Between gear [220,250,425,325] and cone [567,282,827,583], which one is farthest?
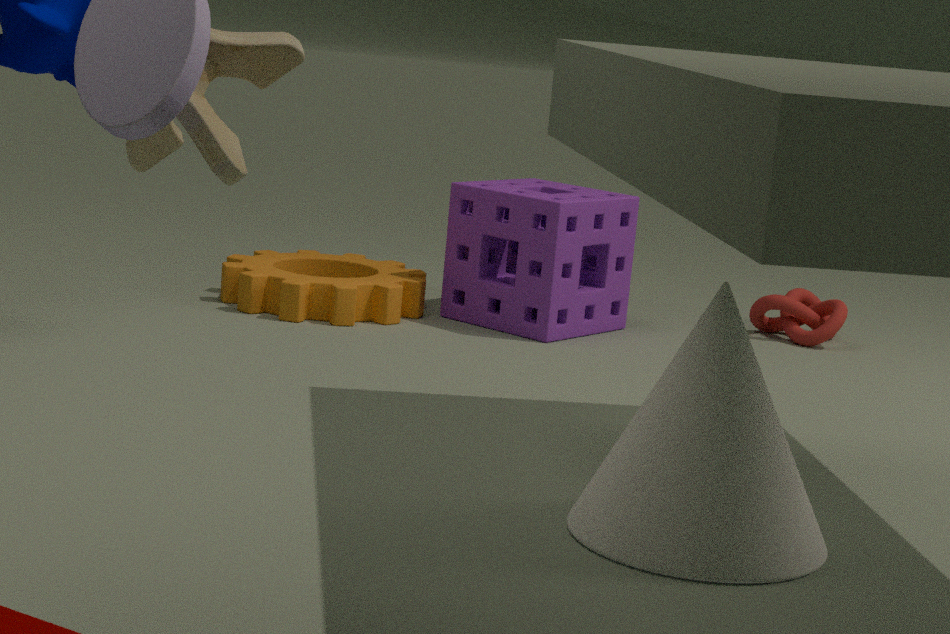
gear [220,250,425,325]
